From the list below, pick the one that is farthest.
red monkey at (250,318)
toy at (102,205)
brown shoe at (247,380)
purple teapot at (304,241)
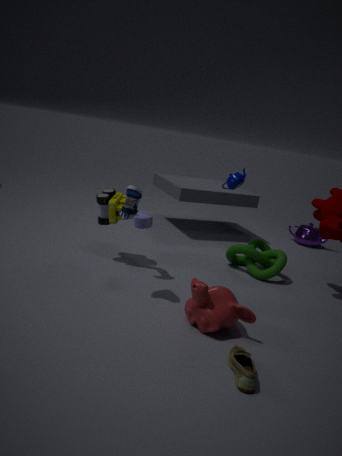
purple teapot at (304,241)
